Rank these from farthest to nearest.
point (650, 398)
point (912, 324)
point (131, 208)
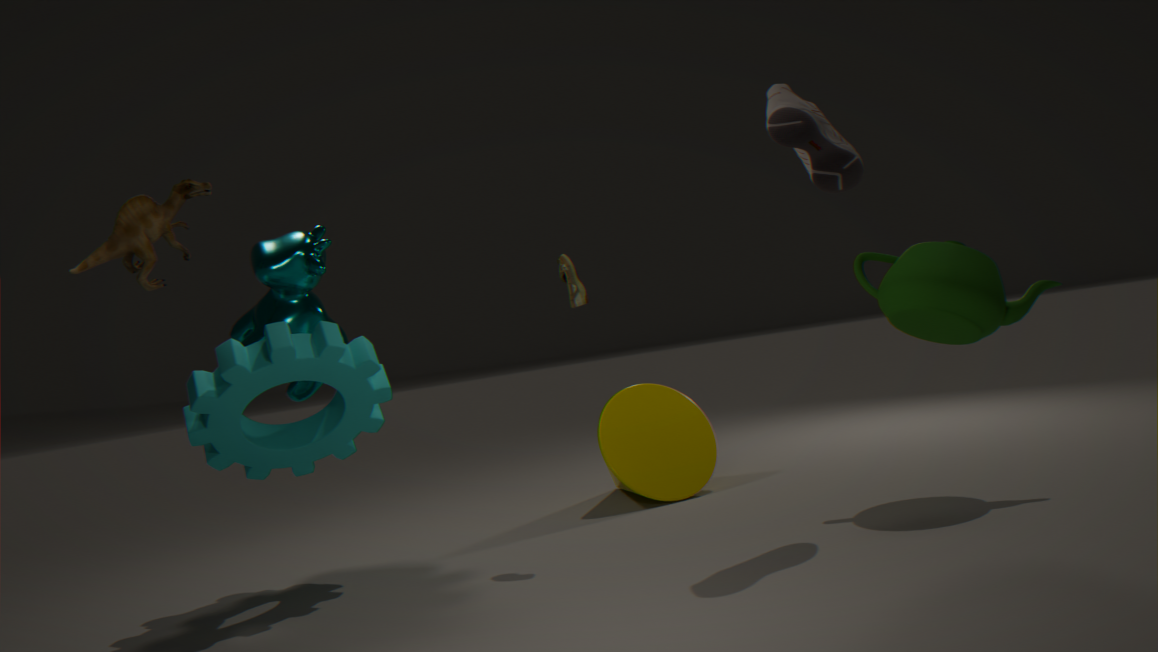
1. point (650, 398)
2. point (912, 324)
3. point (131, 208)
